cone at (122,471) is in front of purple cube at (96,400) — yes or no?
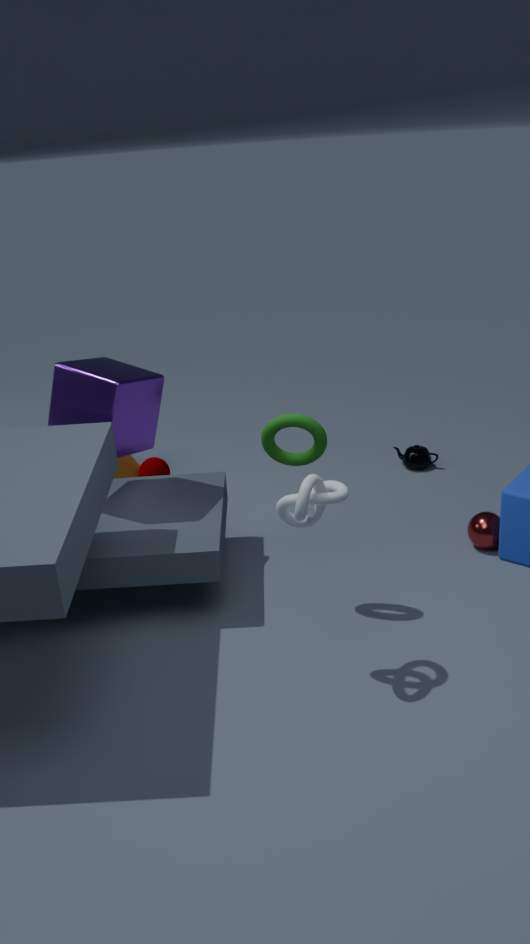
No
